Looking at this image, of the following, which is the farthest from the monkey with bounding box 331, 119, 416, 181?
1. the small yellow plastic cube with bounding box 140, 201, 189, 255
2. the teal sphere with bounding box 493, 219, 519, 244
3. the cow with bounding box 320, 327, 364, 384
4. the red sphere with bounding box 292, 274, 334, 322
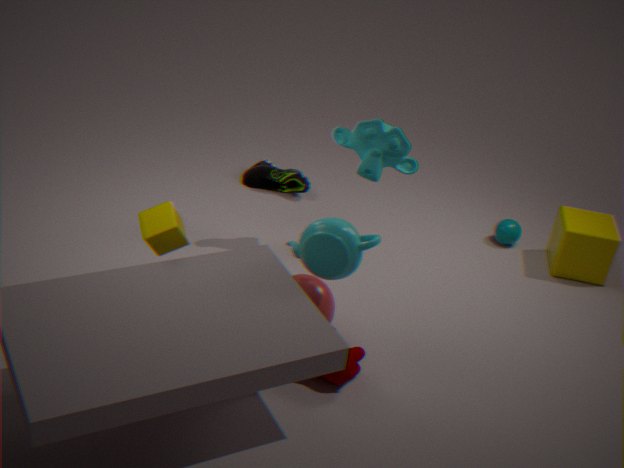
the teal sphere with bounding box 493, 219, 519, 244
